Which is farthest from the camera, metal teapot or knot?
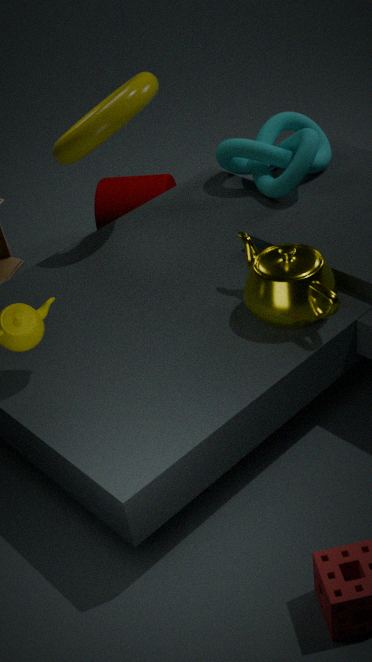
knot
